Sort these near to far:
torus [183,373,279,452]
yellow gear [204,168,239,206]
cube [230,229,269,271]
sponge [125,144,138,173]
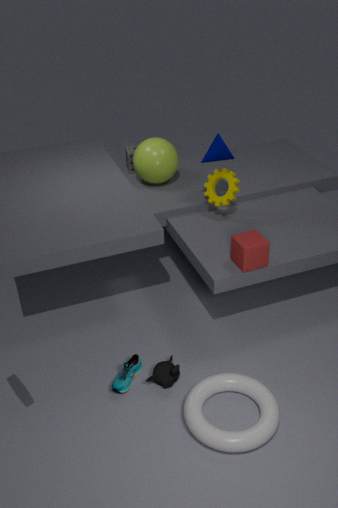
torus [183,373,279,452] < cube [230,229,269,271] < yellow gear [204,168,239,206] < sponge [125,144,138,173]
